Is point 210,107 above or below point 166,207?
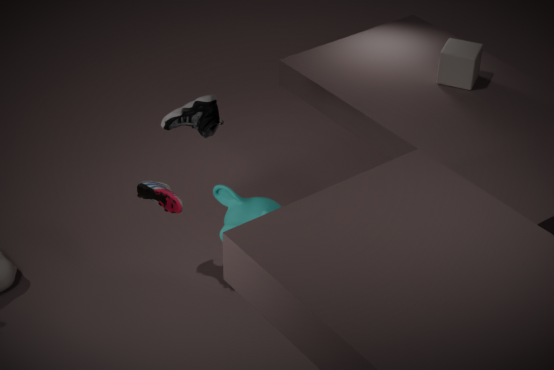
above
